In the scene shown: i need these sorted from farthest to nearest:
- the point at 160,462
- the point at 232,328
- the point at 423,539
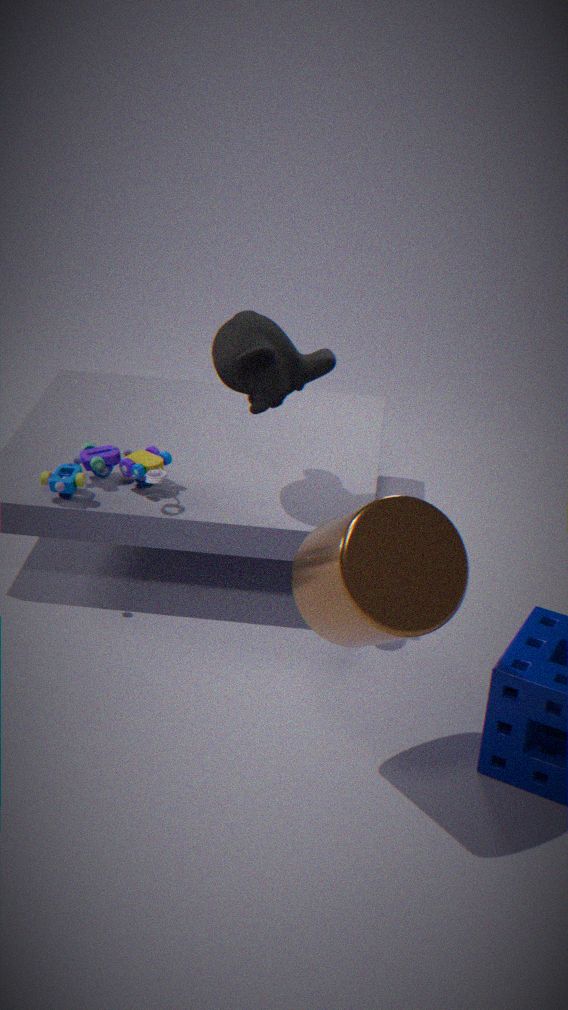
the point at 160,462
the point at 232,328
the point at 423,539
